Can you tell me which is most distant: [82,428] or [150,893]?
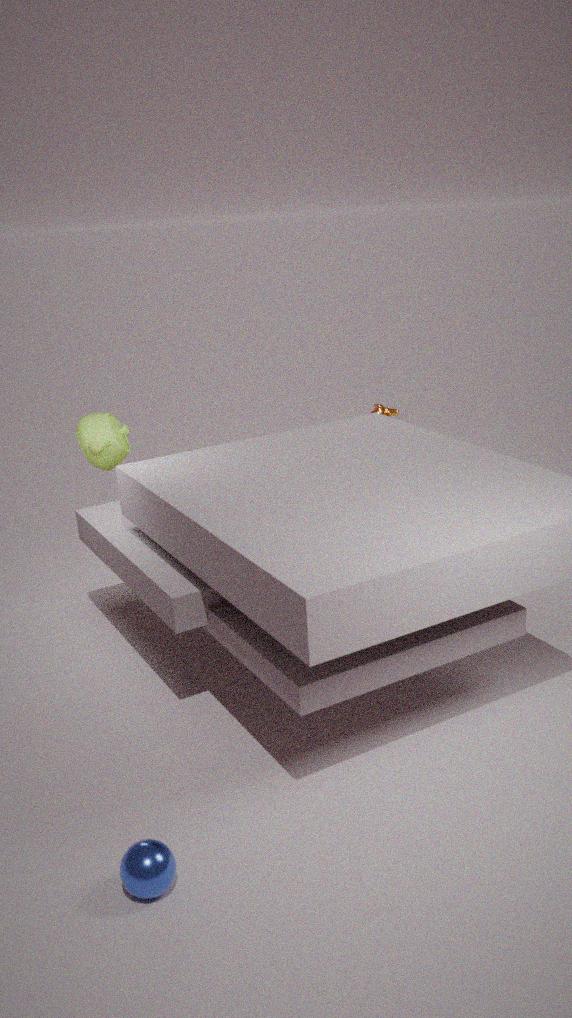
[82,428]
